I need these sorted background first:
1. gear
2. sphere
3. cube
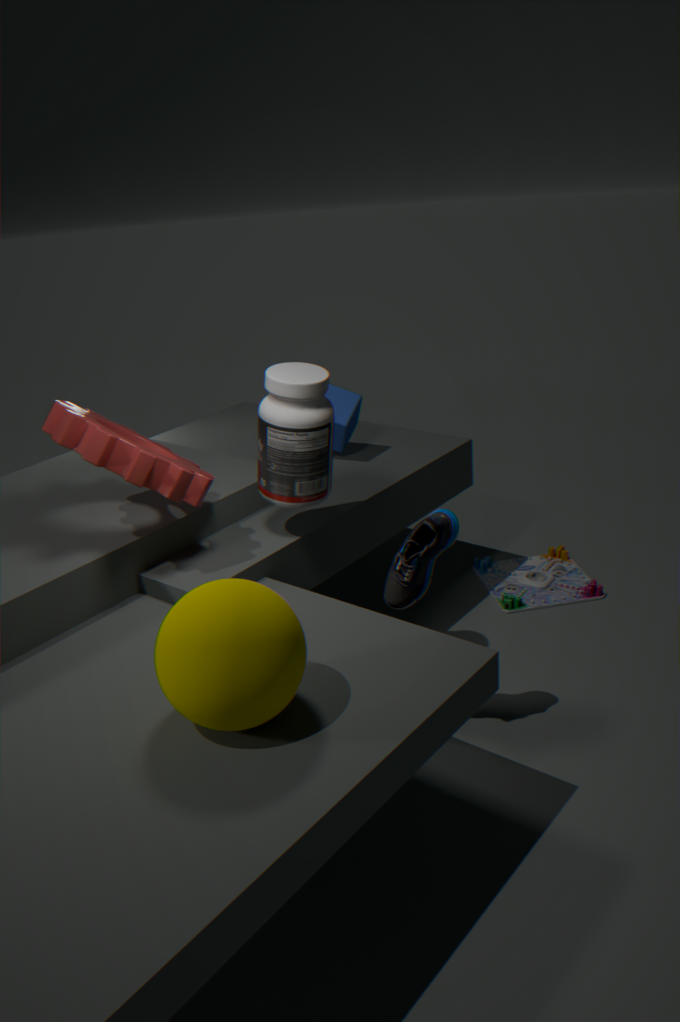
cube
gear
sphere
